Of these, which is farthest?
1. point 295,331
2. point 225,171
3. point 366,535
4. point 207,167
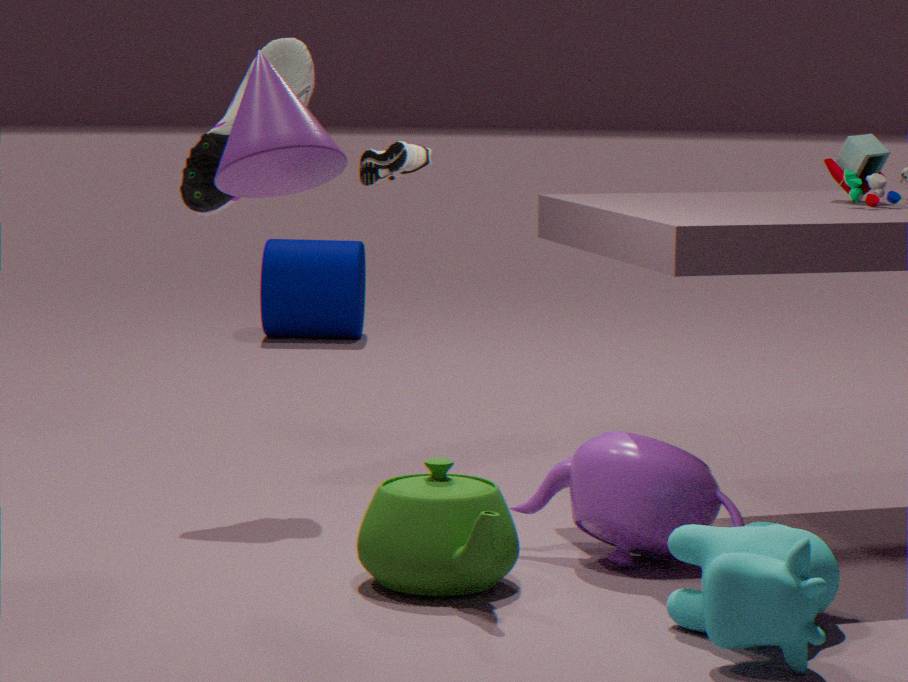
point 295,331
